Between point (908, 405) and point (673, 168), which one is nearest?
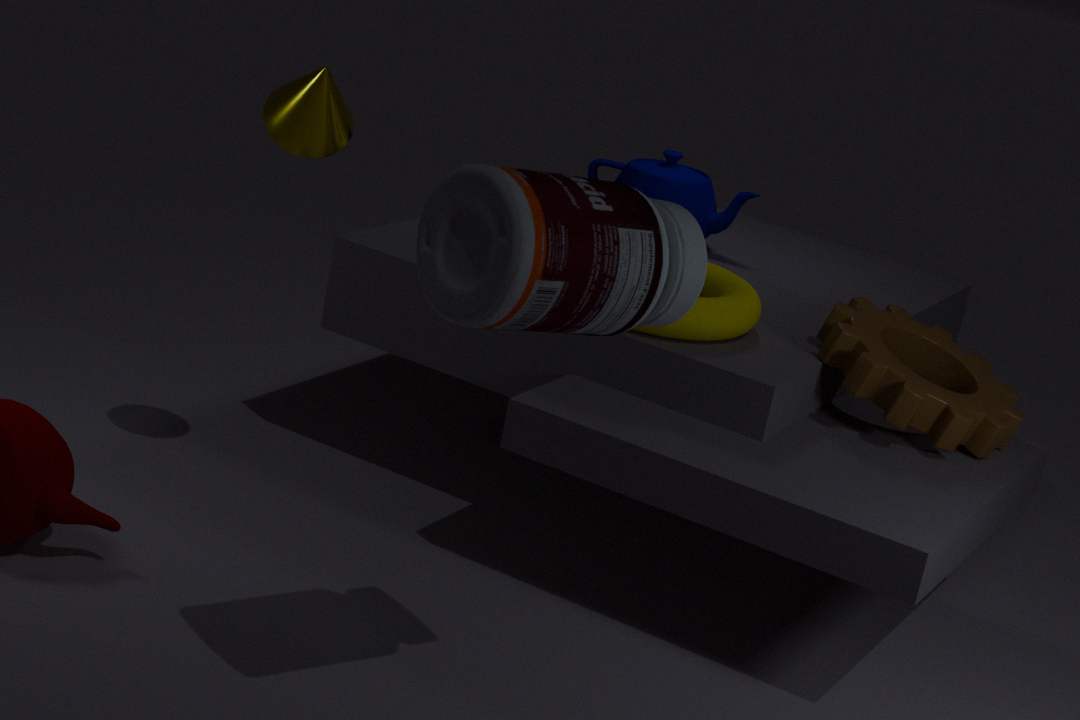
point (908, 405)
